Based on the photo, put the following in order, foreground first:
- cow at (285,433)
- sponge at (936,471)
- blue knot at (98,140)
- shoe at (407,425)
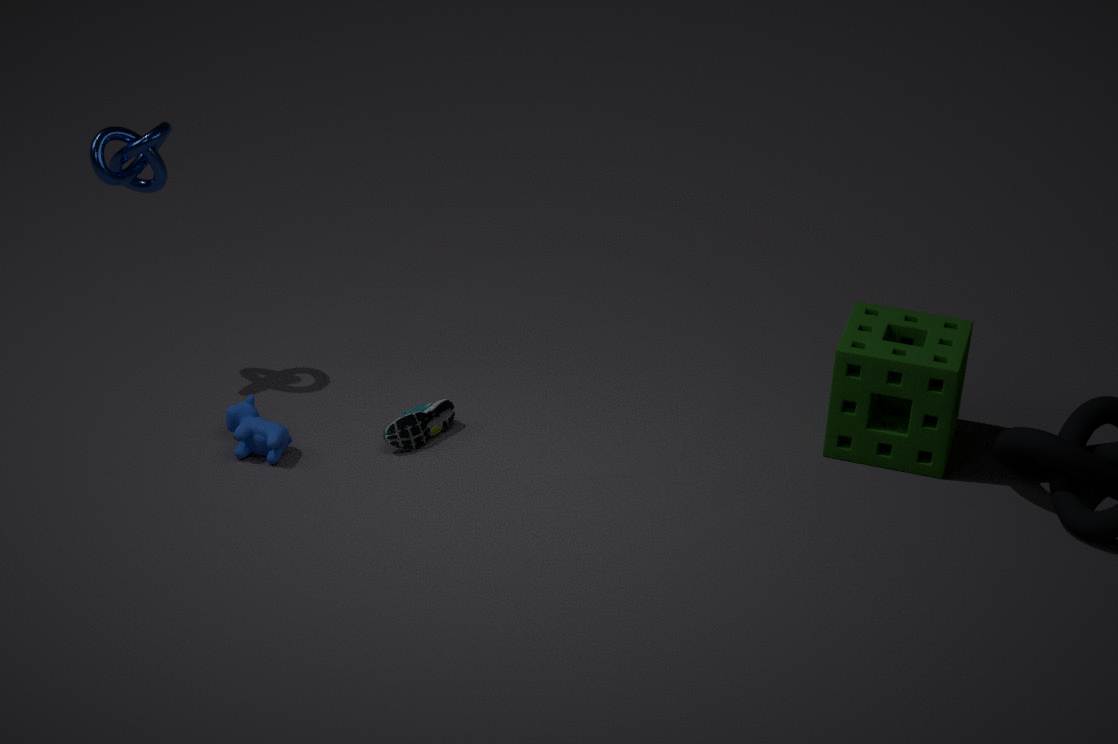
cow at (285,433) → sponge at (936,471) → shoe at (407,425) → blue knot at (98,140)
